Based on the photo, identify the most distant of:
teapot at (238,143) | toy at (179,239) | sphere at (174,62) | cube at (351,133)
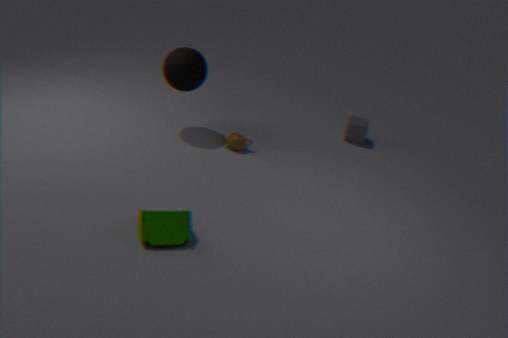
cube at (351,133)
